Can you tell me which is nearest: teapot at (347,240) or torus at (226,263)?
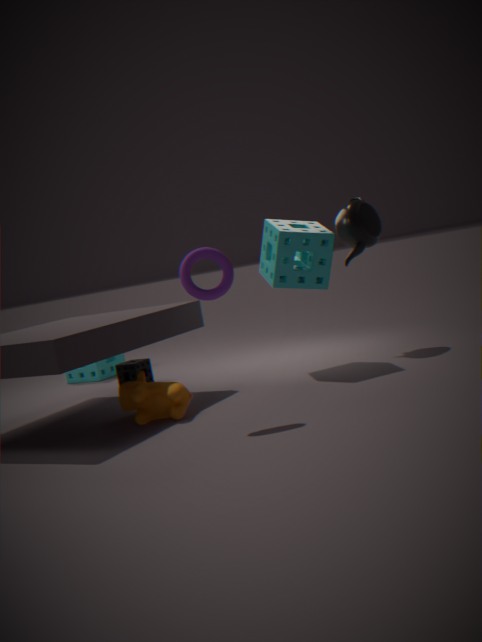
torus at (226,263)
